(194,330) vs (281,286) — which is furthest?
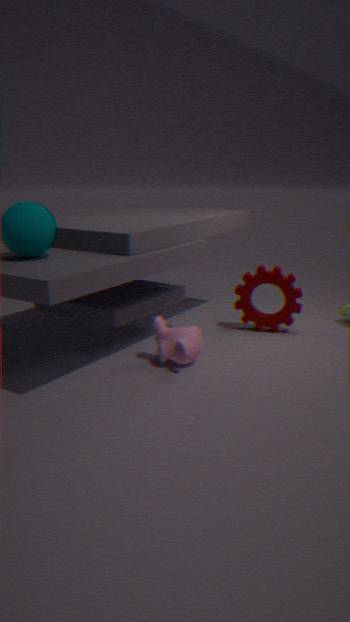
(281,286)
